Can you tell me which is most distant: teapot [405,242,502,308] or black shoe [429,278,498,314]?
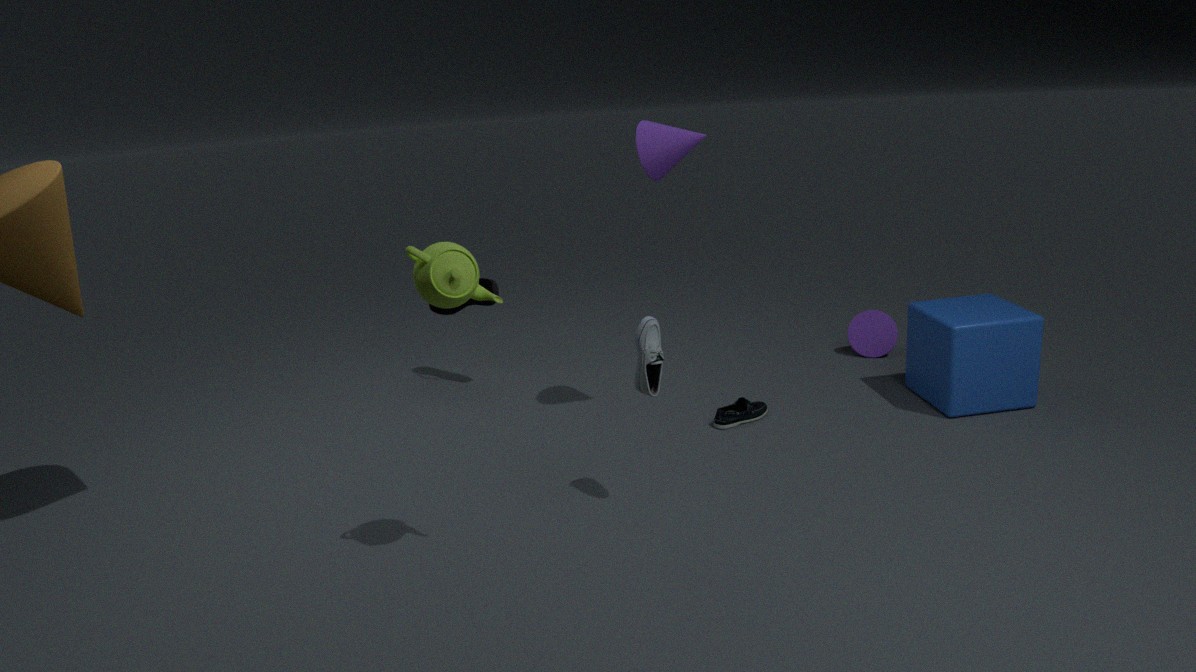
black shoe [429,278,498,314]
